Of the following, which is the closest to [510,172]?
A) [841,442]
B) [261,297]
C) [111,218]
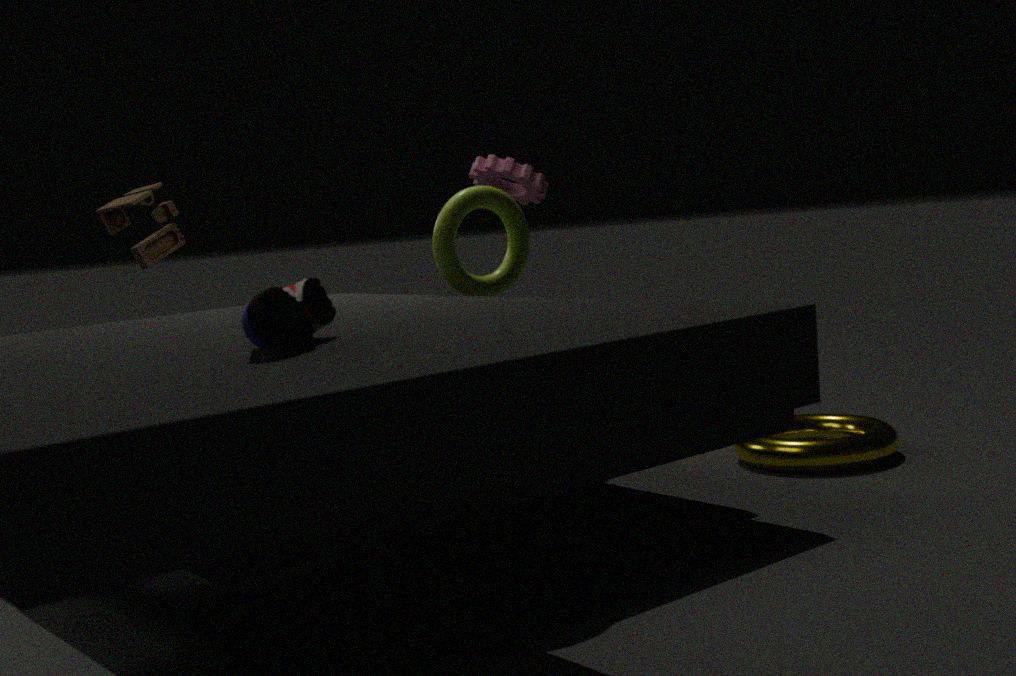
[111,218]
